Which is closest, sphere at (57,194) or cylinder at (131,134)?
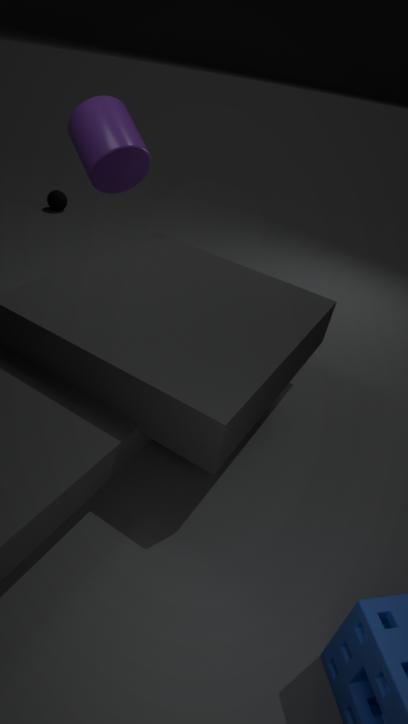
cylinder at (131,134)
